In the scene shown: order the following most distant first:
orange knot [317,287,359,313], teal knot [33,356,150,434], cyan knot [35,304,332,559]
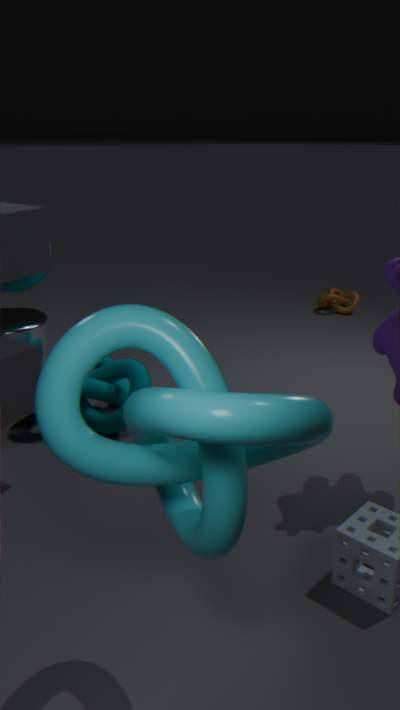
orange knot [317,287,359,313], teal knot [33,356,150,434], cyan knot [35,304,332,559]
